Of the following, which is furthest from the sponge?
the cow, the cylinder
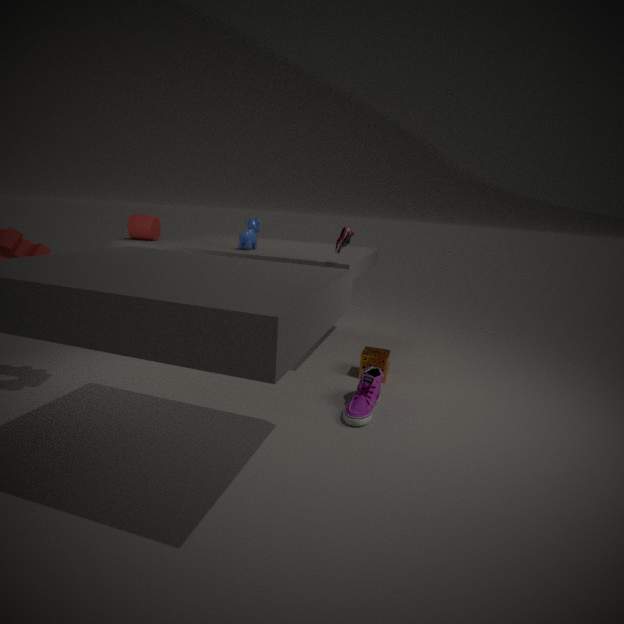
the cylinder
